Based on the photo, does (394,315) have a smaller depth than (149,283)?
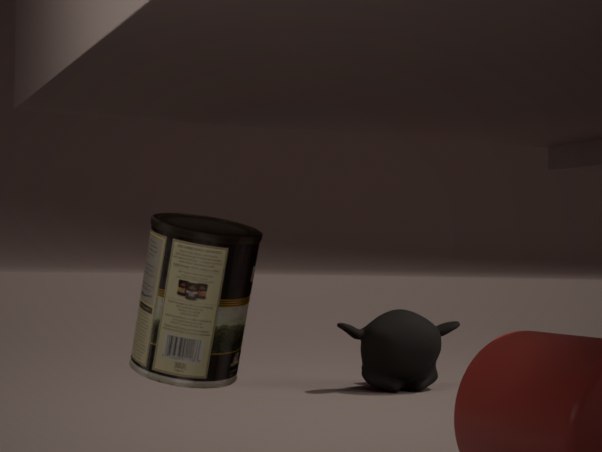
No
